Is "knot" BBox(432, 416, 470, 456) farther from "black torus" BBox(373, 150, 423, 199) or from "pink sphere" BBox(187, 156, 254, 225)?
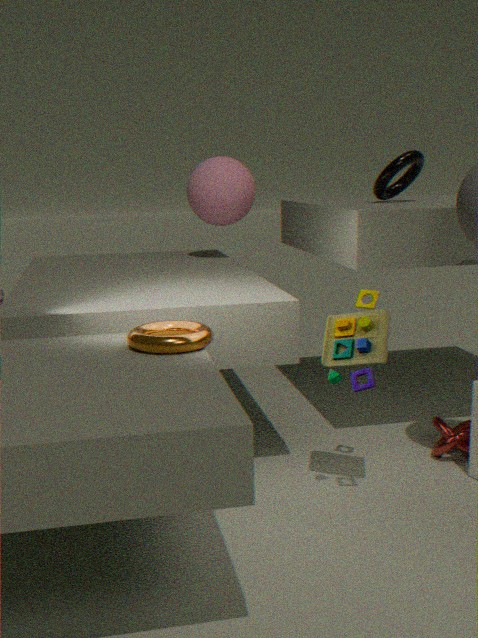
"pink sphere" BBox(187, 156, 254, 225)
